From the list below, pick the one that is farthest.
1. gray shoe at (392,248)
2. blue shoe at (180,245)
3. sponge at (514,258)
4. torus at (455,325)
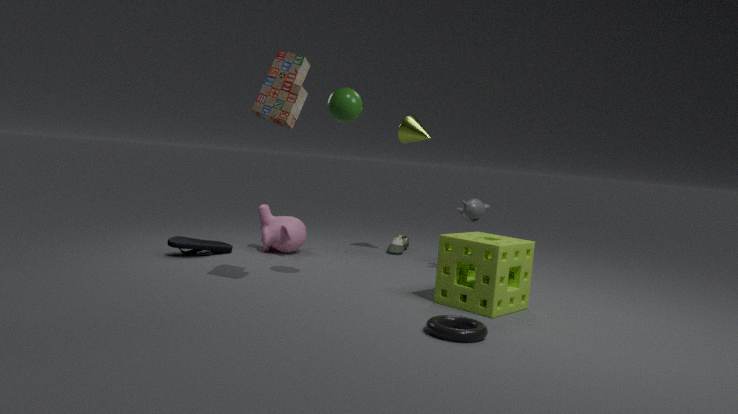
gray shoe at (392,248)
